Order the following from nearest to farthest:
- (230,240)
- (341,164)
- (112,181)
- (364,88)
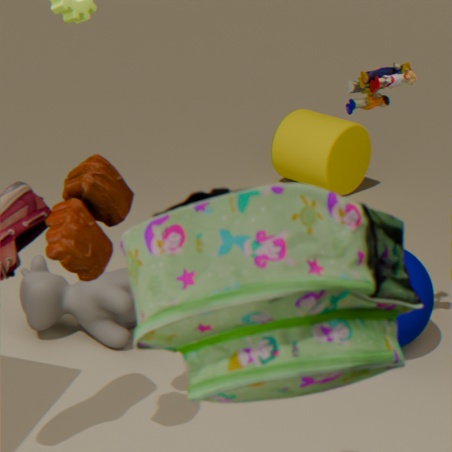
(230,240) → (112,181) → (364,88) → (341,164)
